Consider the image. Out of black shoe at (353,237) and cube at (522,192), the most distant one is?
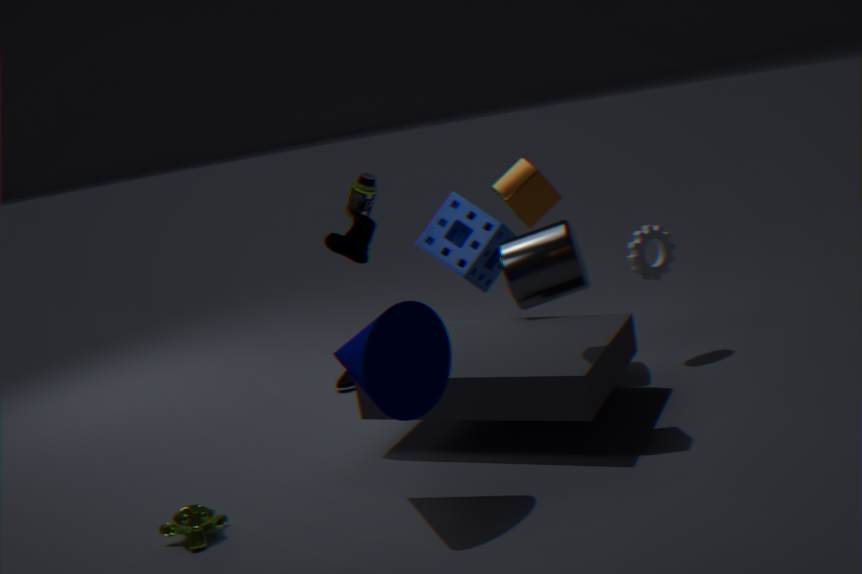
black shoe at (353,237)
